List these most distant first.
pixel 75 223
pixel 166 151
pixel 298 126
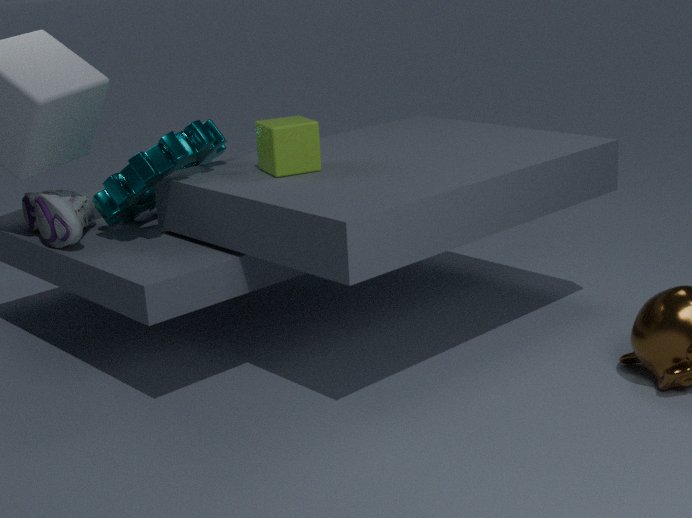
1. pixel 166 151
2. pixel 75 223
3. pixel 298 126
